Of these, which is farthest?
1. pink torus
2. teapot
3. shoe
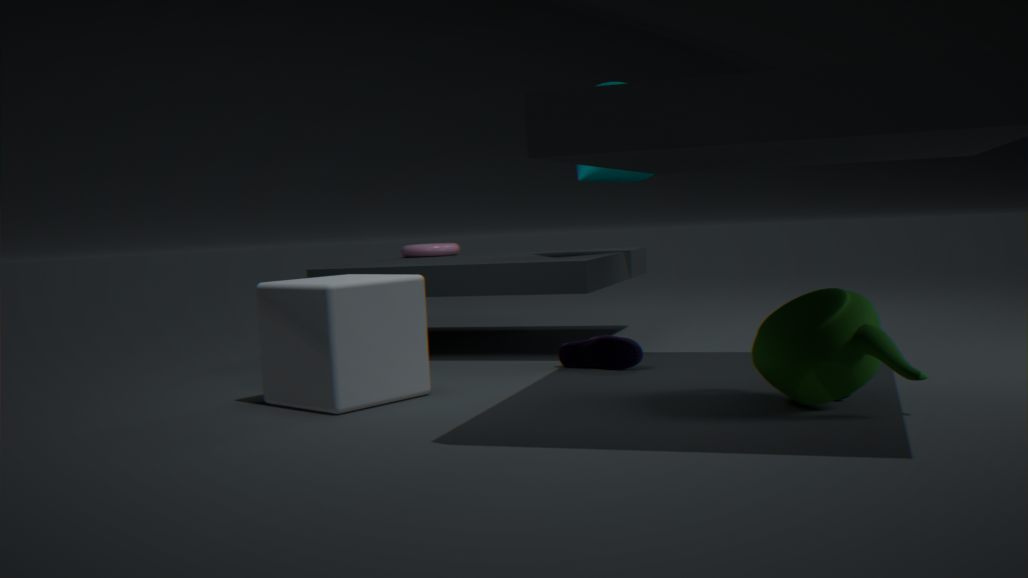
A: pink torus
